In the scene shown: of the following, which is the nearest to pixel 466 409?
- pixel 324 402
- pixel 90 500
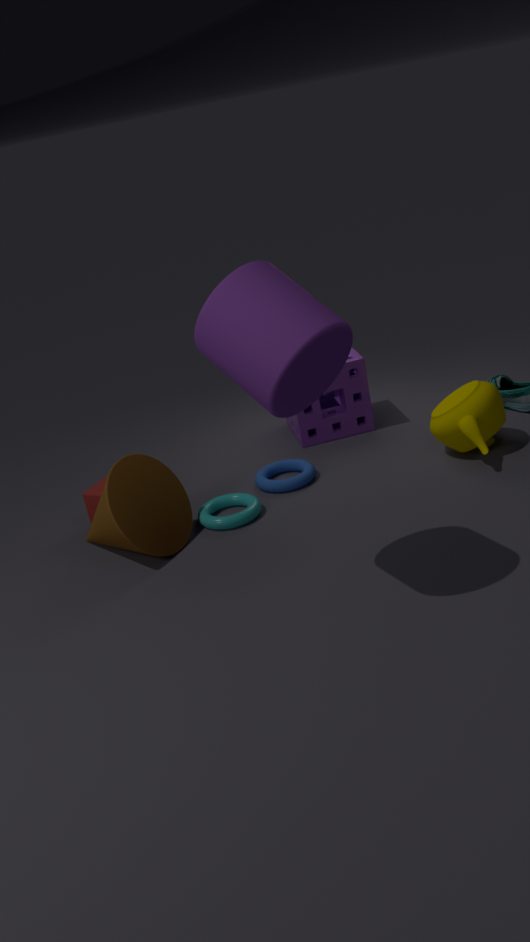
pixel 324 402
